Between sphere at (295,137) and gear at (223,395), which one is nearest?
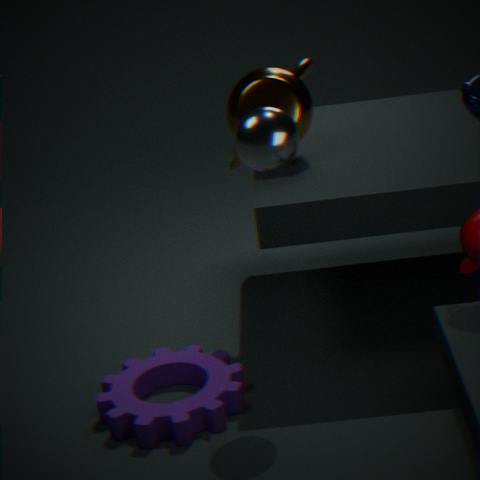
sphere at (295,137)
